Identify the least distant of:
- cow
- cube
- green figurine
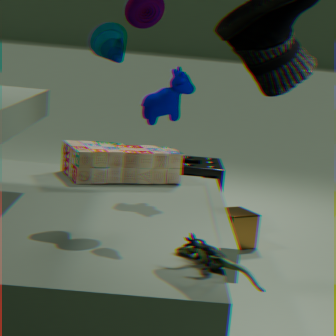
green figurine
